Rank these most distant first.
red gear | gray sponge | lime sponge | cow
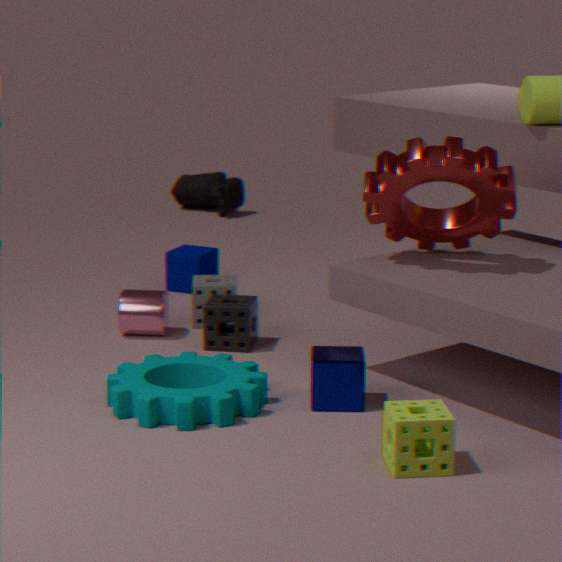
1. cow
2. gray sponge
3. red gear
4. lime sponge
